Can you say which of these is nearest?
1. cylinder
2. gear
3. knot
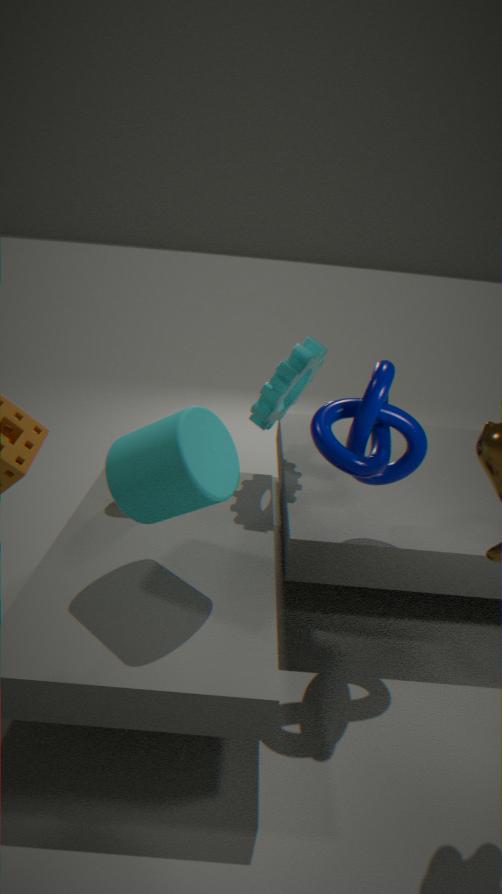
cylinder
